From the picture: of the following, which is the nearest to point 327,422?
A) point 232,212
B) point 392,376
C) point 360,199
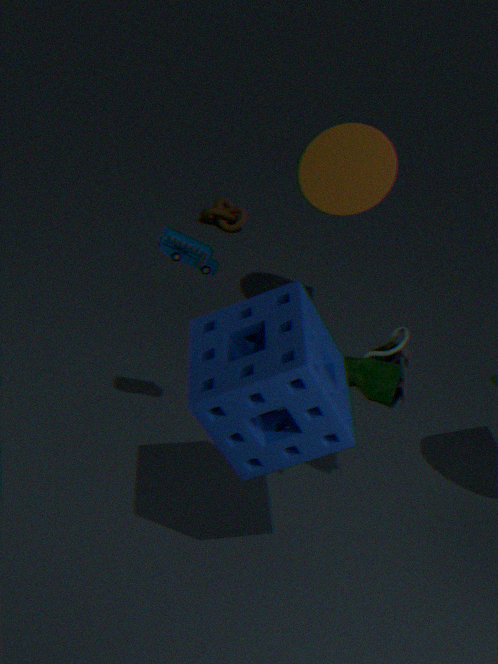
point 392,376
